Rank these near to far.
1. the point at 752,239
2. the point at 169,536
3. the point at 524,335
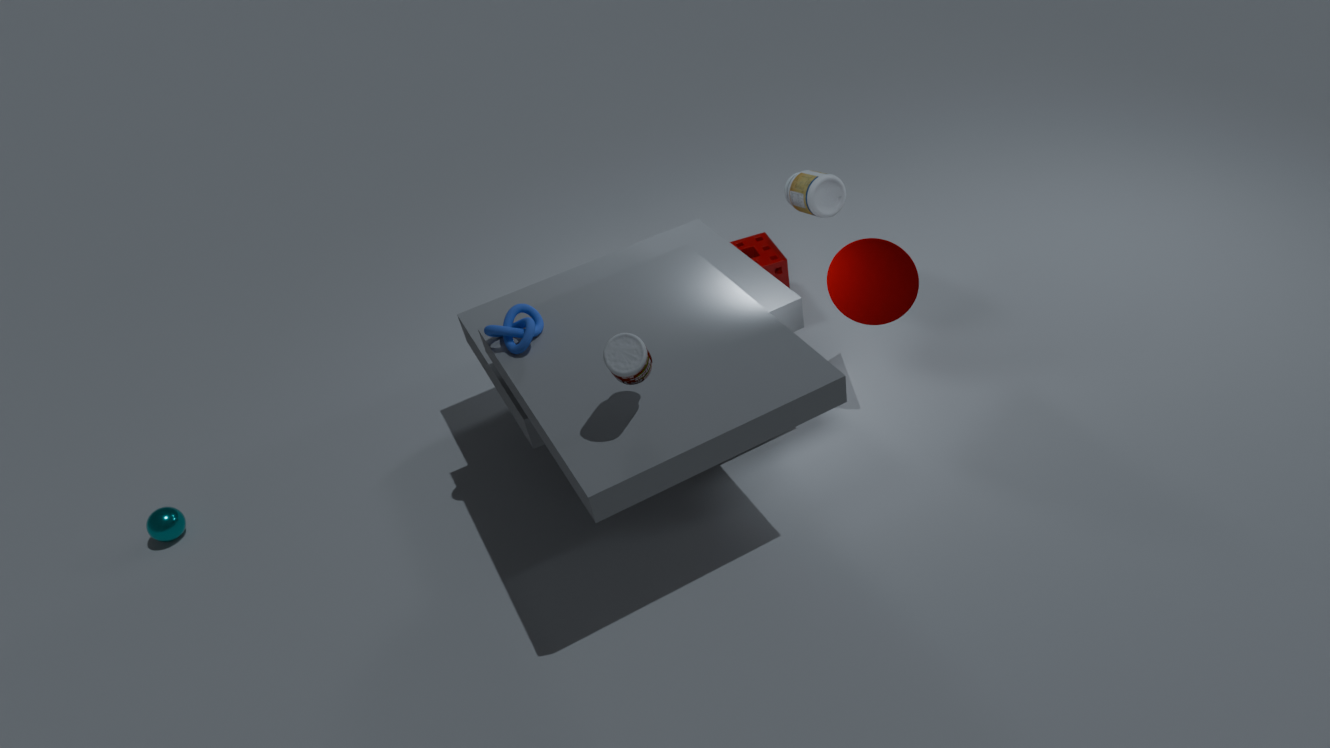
the point at 524,335 → the point at 169,536 → the point at 752,239
